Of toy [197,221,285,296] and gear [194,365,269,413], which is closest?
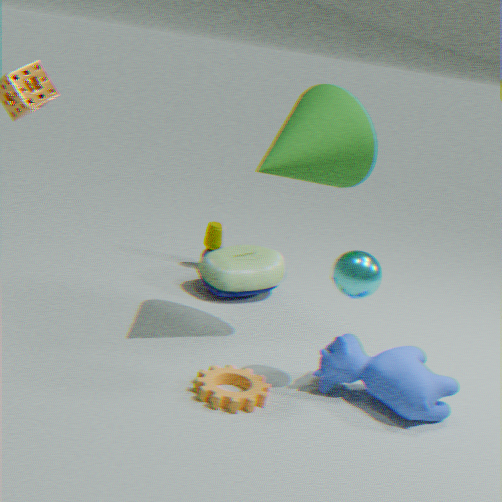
gear [194,365,269,413]
